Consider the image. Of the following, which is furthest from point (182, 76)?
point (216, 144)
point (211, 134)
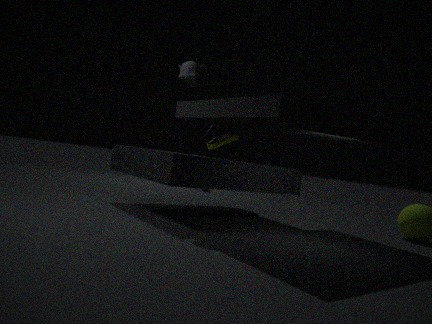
point (211, 134)
